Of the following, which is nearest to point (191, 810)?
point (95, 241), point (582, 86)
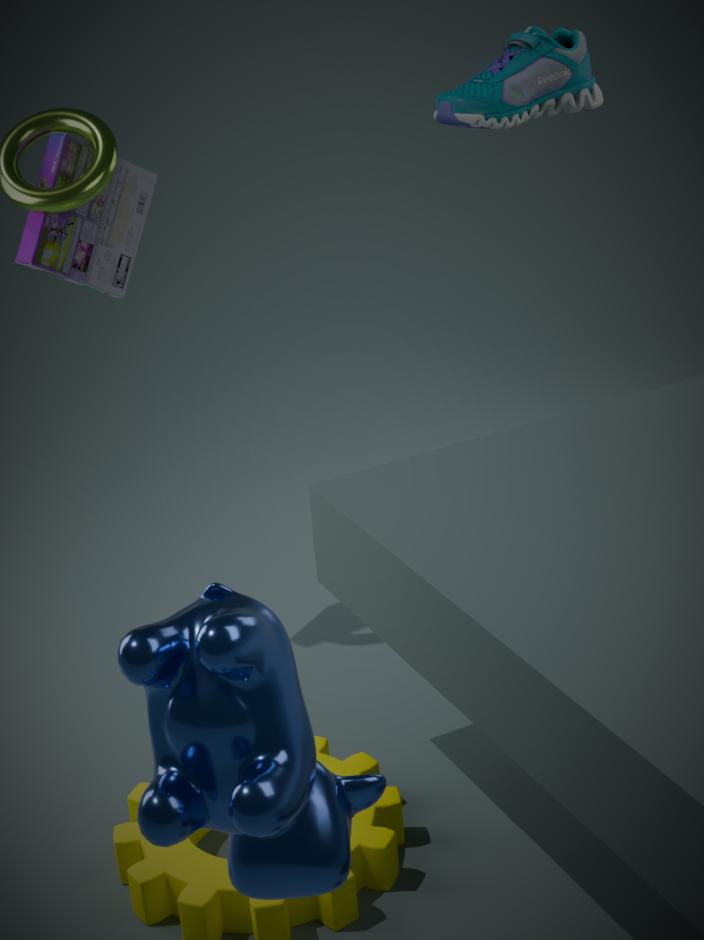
point (95, 241)
